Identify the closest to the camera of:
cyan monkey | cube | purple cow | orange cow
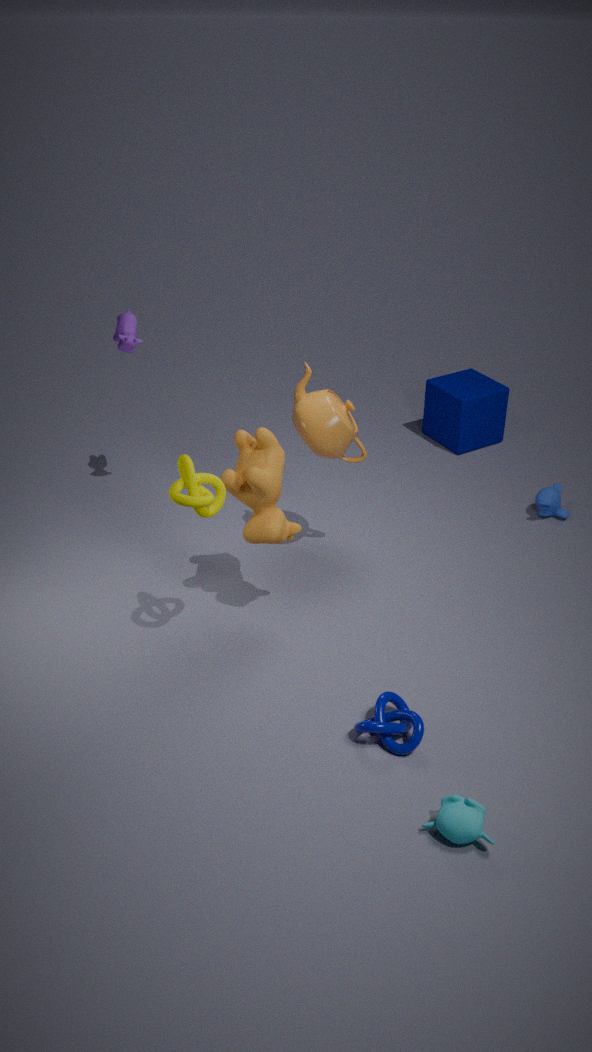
cyan monkey
